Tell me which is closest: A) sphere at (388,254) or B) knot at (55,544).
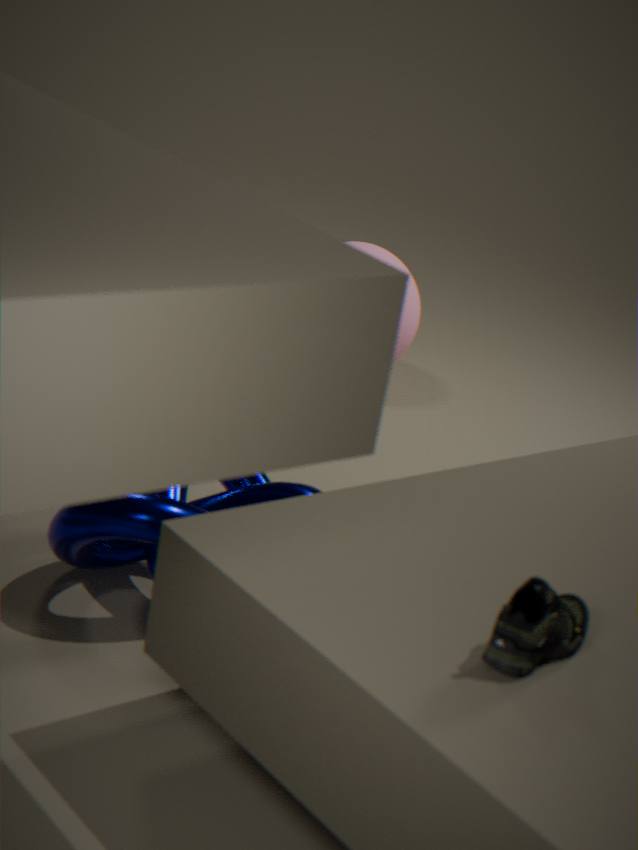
B. knot at (55,544)
